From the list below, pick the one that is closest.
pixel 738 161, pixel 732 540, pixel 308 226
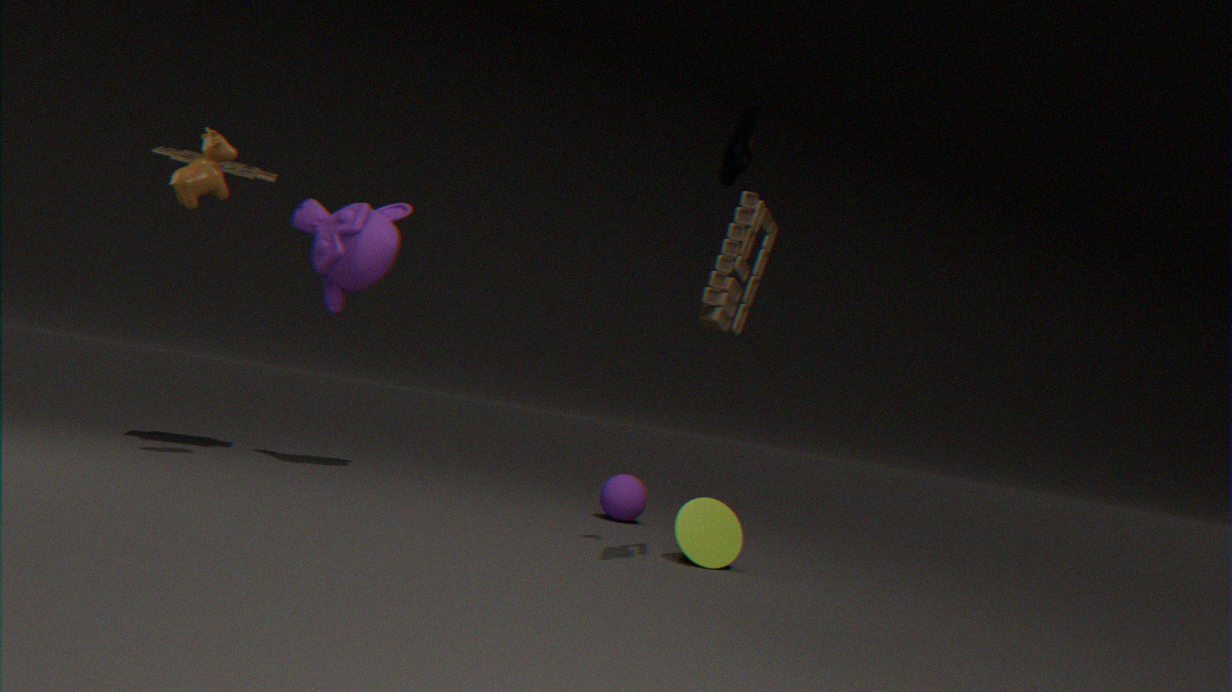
pixel 738 161
